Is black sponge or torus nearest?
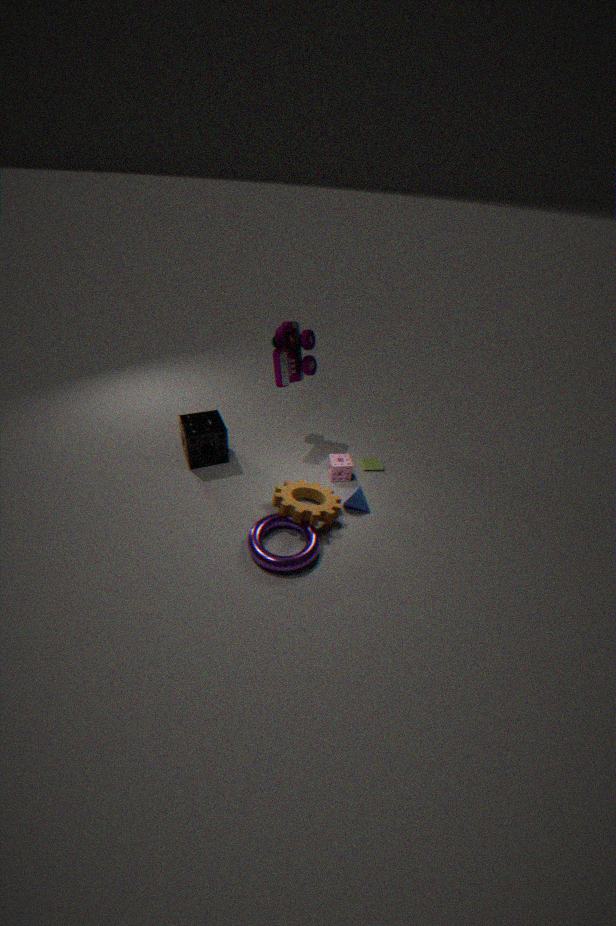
torus
